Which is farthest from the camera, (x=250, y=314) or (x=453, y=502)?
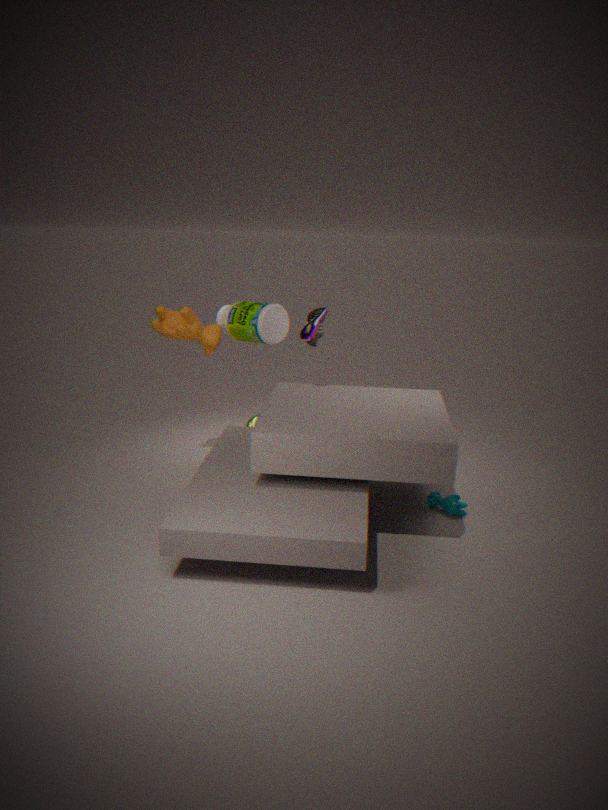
(x=250, y=314)
